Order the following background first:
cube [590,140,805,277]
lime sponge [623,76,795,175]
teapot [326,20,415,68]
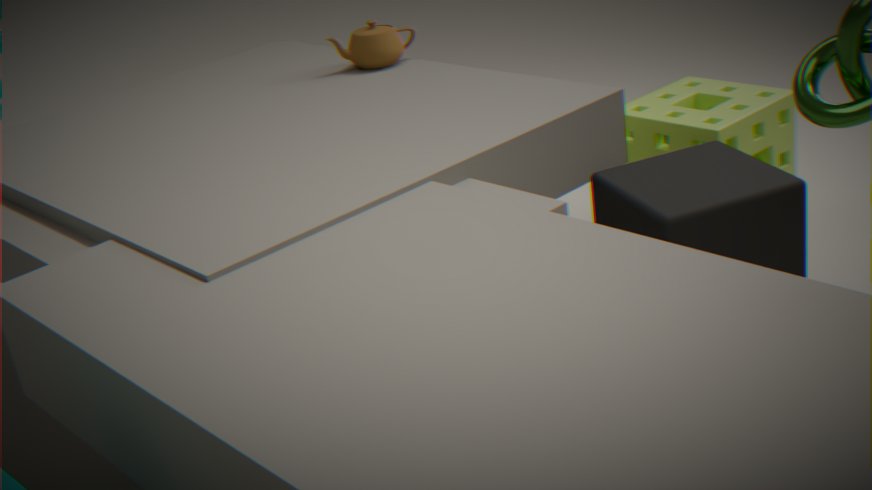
1. teapot [326,20,415,68]
2. lime sponge [623,76,795,175]
3. cube [590,140,805,277]
